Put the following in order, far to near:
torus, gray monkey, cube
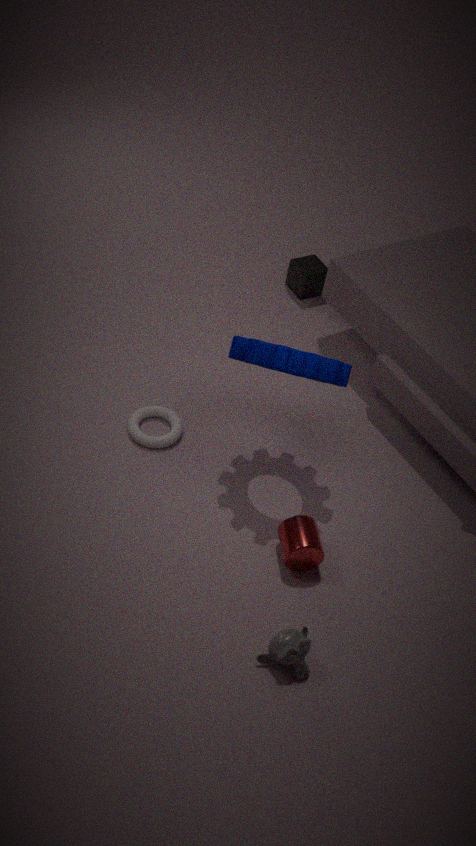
cube, torus, gray monkey
